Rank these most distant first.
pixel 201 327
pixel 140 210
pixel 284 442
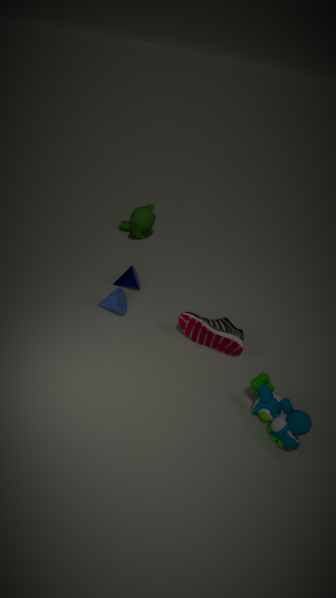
pixel 140 210
pixel 201 327
pixel 284 442
